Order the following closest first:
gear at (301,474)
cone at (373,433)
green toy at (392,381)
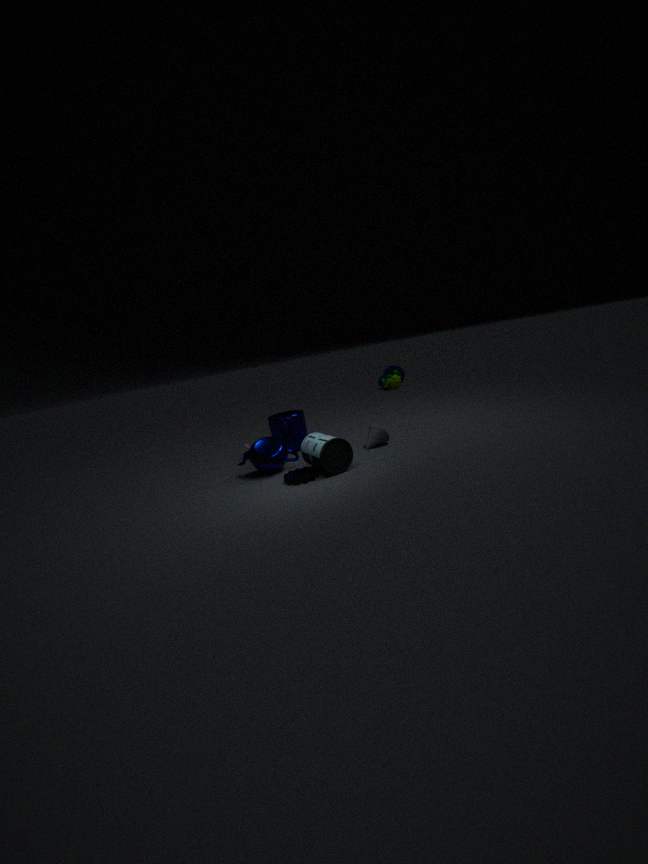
gear at (301,474), cone at (373,433), green toy at (392,381)
